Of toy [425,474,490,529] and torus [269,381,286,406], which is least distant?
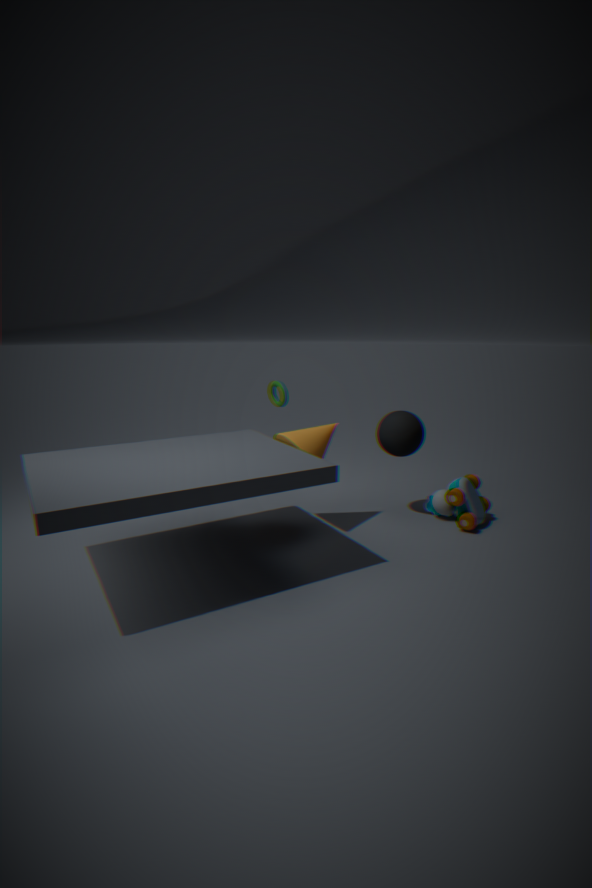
toy [425,474,490,529]
